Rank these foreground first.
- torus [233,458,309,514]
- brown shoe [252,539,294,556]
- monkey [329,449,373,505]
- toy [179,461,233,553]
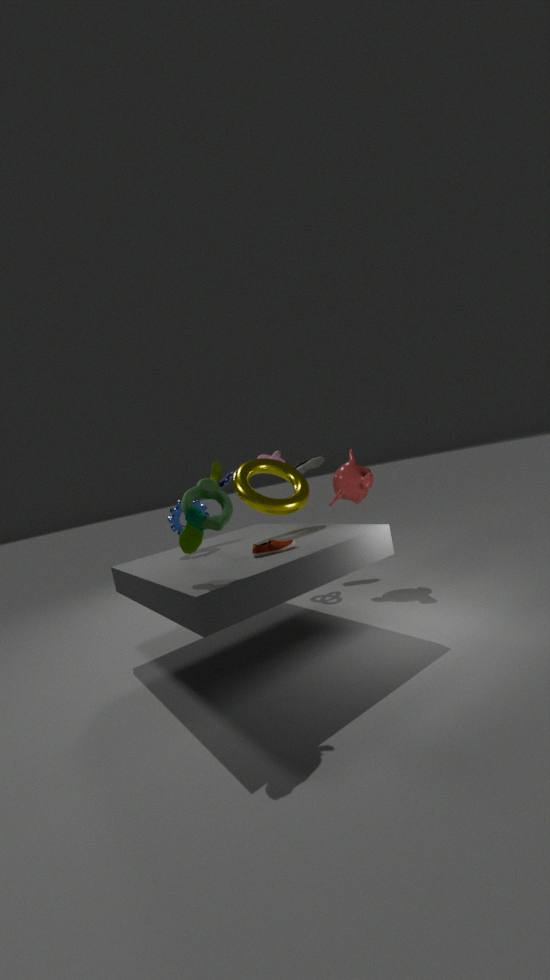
toy [179,461,233,553]
brown shoe [252,539,294,556]
torus [233,458,309,514]
monkey [329,449,373,505]
